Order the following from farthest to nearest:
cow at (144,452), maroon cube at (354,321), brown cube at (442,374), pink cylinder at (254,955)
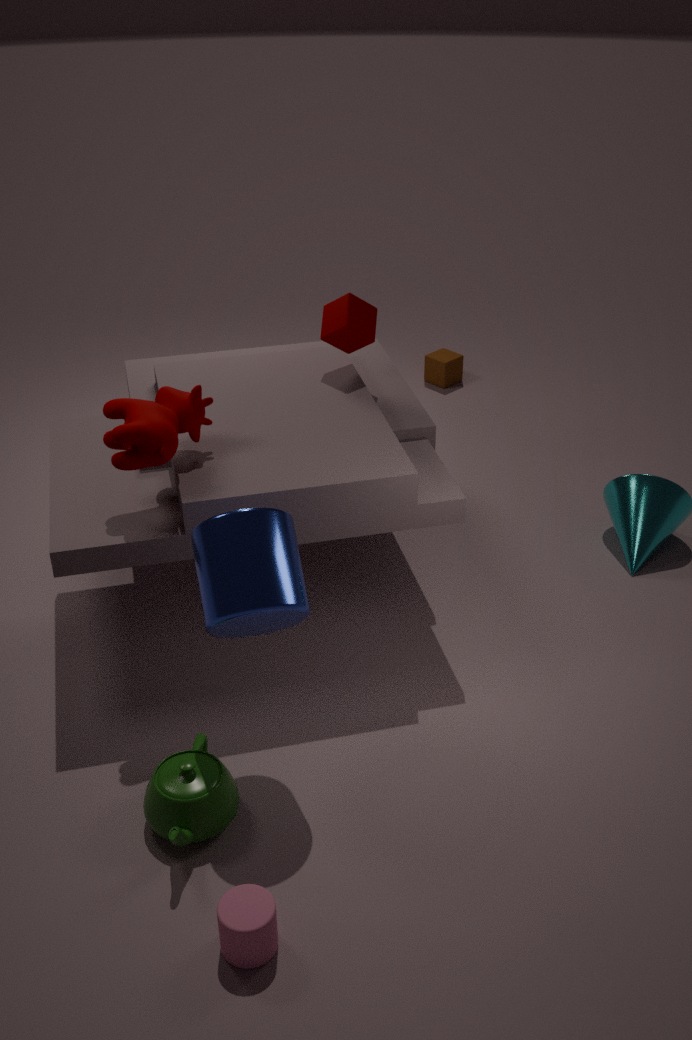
brown cube at (442,374), maroon cube at (354,321), cow at (144,452), pink cylinder at (254,955)
